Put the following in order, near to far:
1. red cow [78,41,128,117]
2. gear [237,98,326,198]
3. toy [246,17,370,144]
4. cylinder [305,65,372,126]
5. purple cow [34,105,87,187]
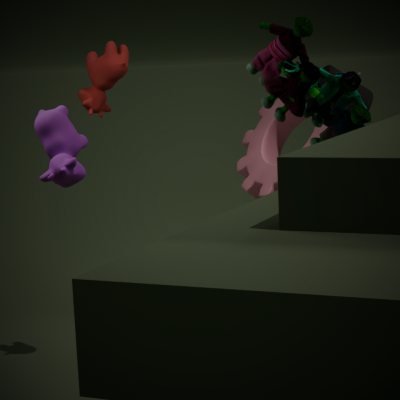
purple cow [34,105,87,187] → toy [246,17,370,144] → cylinder [305,65,372,126] → red cow [78,41,128,117] → gear [237,98,326,198]
